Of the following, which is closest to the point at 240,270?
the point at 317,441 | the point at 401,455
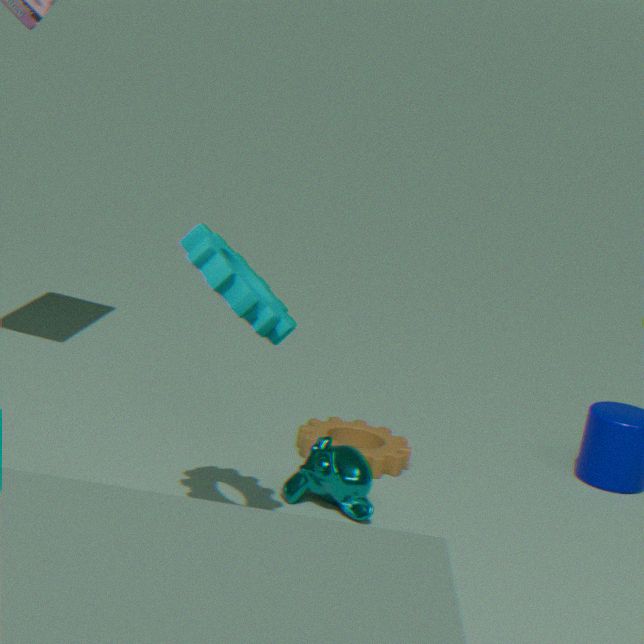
the point at 317,441
